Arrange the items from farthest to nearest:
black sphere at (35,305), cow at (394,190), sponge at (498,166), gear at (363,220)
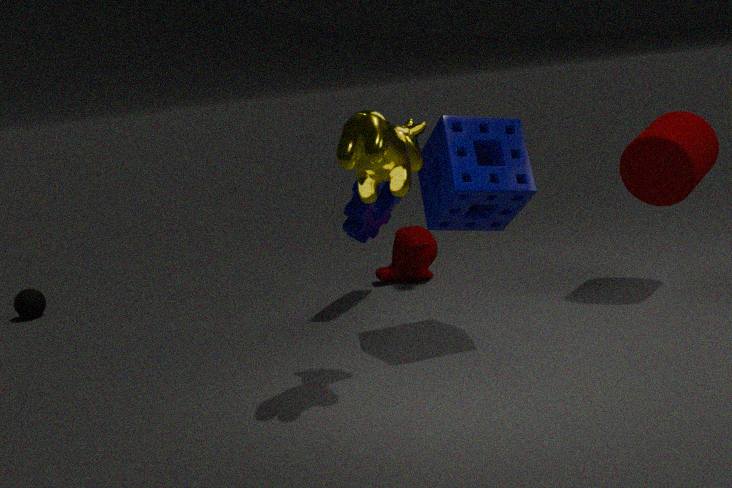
black sphere at (35,305)
gear at (363,220)
sponge at (498,166)
cow at (394,190)
